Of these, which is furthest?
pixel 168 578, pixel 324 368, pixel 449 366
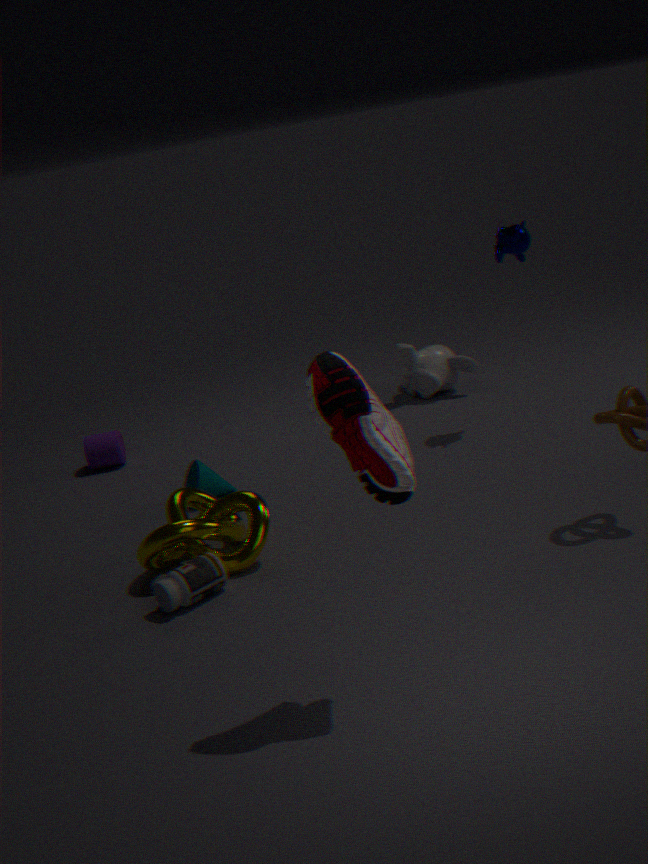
pixel 449 366
